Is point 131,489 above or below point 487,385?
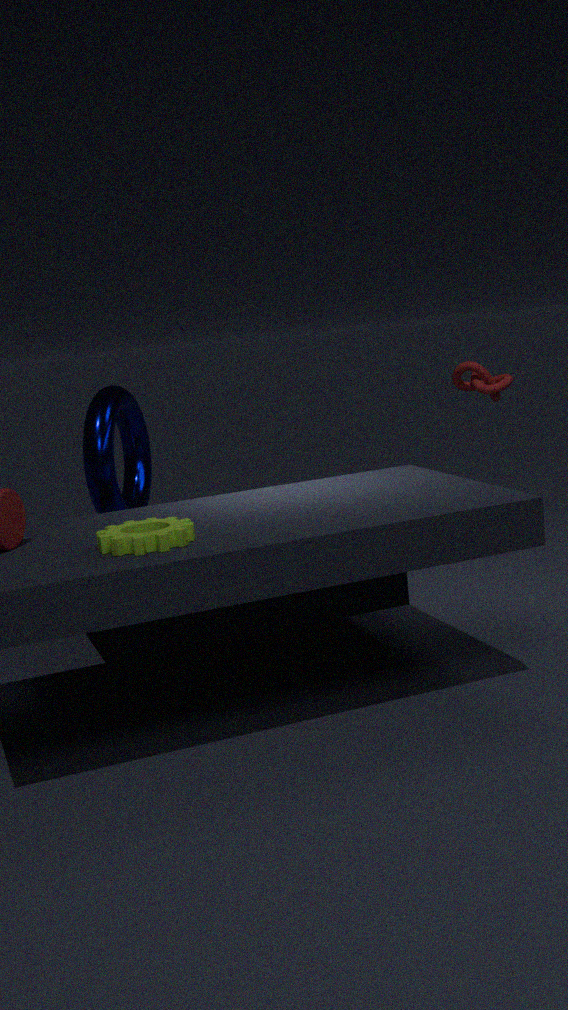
below
